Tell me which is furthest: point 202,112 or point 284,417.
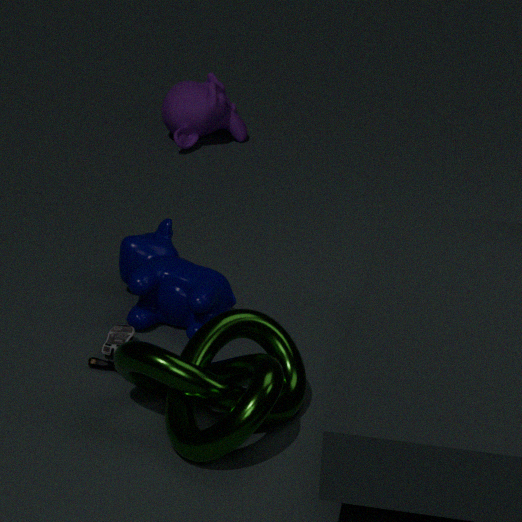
point 202,112
